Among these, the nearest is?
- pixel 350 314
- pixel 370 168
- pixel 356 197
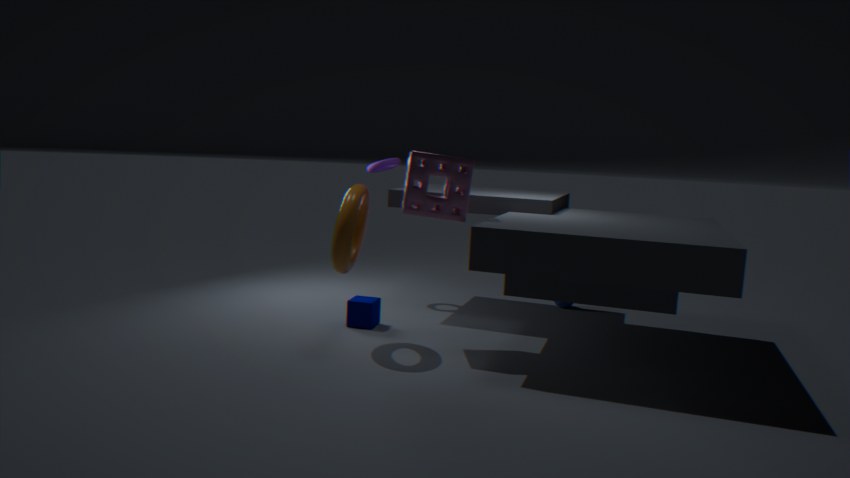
pixel 356 197
